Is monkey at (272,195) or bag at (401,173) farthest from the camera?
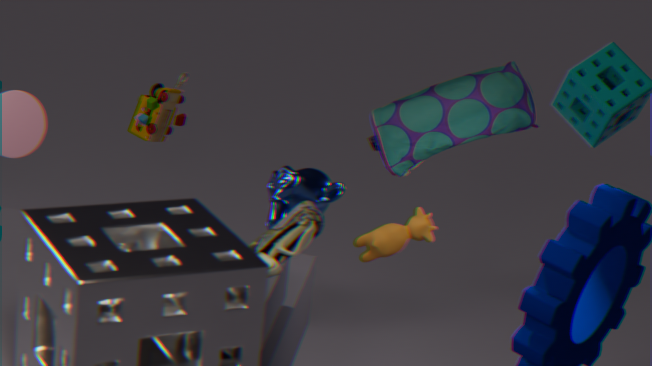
bag at (401,173)
